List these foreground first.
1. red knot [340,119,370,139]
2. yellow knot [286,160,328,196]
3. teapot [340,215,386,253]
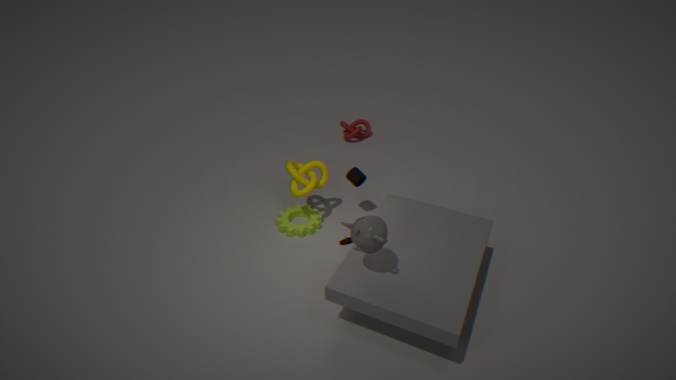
teapot [340,215,386,253] < yellow knot [286,160,328,196] < red knot [340,119,370,139]
